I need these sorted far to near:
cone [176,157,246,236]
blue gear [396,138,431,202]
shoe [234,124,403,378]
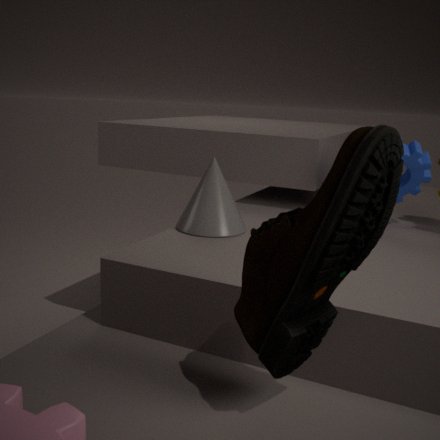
blue gear [396,138,431,202] < cone [176,157,246,236] < shoe [234,124,403,378]
